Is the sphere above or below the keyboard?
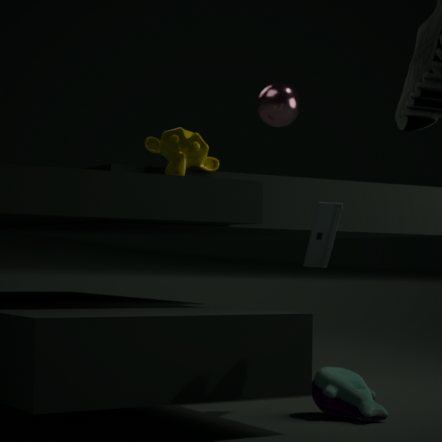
above
